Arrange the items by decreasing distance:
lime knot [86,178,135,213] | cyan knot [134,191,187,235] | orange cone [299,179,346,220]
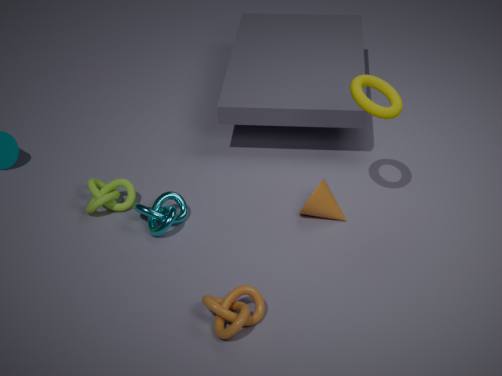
lime knot [86,178,135,213] → orange cone [299,179,346,220] → cyan knot [134,191,187,235]
